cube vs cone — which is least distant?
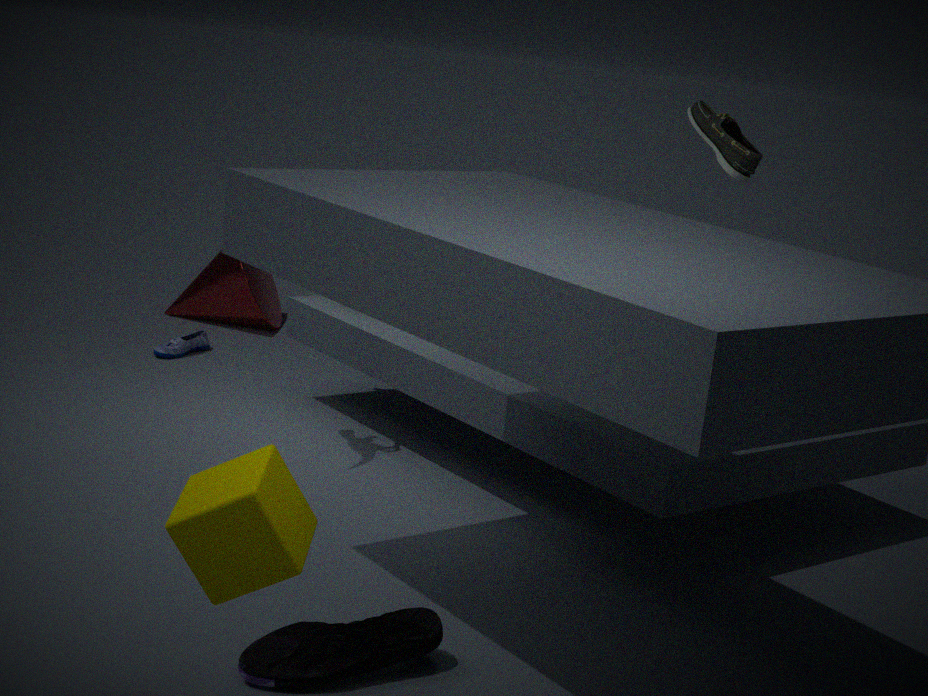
cube
